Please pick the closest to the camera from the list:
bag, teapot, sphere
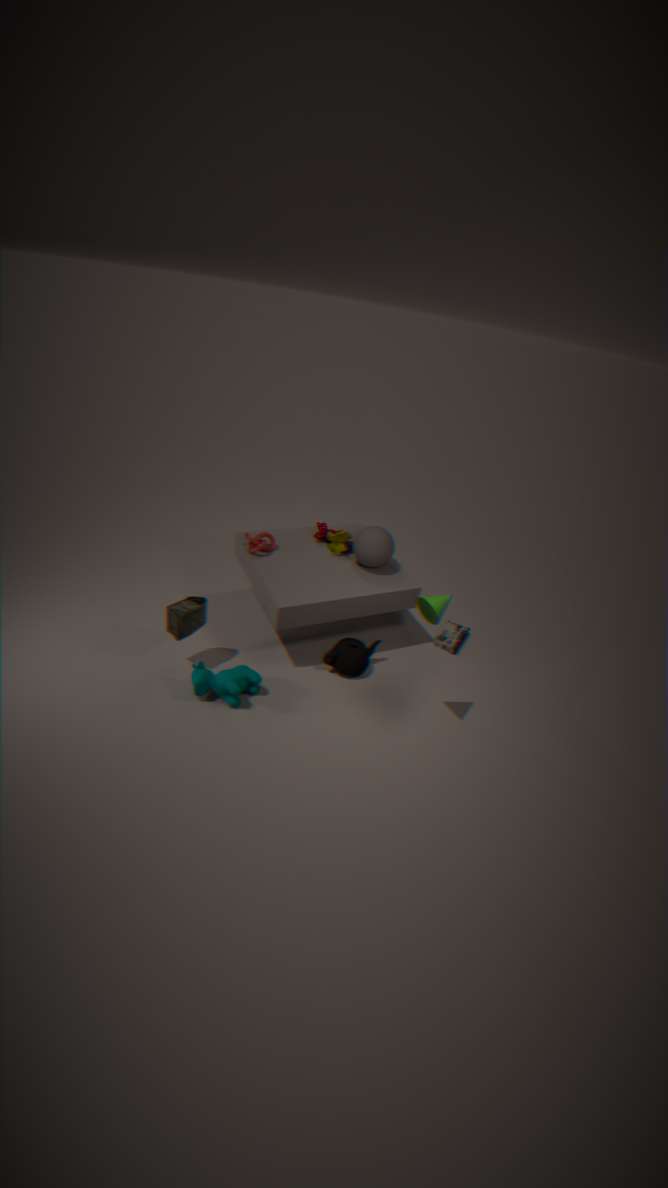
bag
